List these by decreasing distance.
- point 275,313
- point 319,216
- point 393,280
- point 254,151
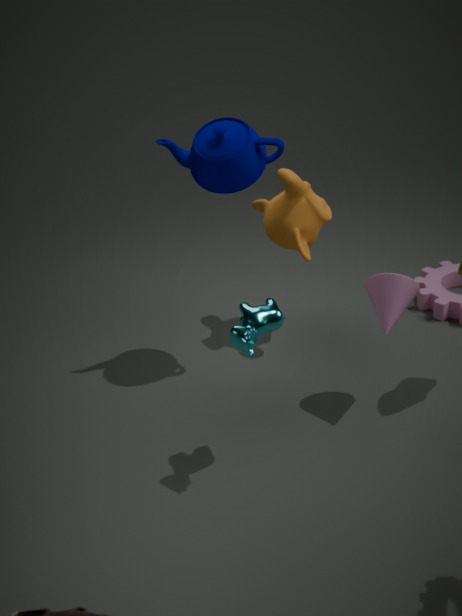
1. point 319,216
2. point 254,151
3. point 393,280
4. point 275,313
